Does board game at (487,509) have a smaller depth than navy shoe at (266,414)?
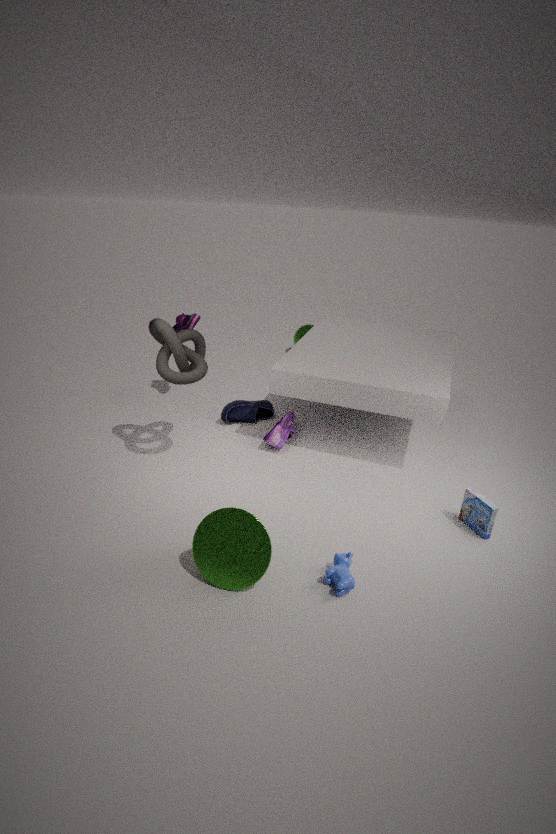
Yes
